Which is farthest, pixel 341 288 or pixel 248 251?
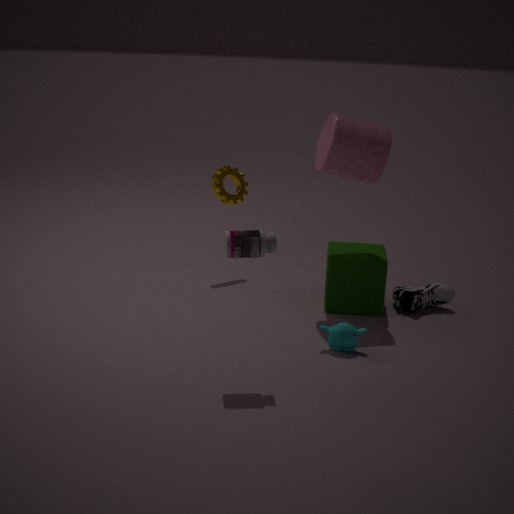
pixel 341 288
